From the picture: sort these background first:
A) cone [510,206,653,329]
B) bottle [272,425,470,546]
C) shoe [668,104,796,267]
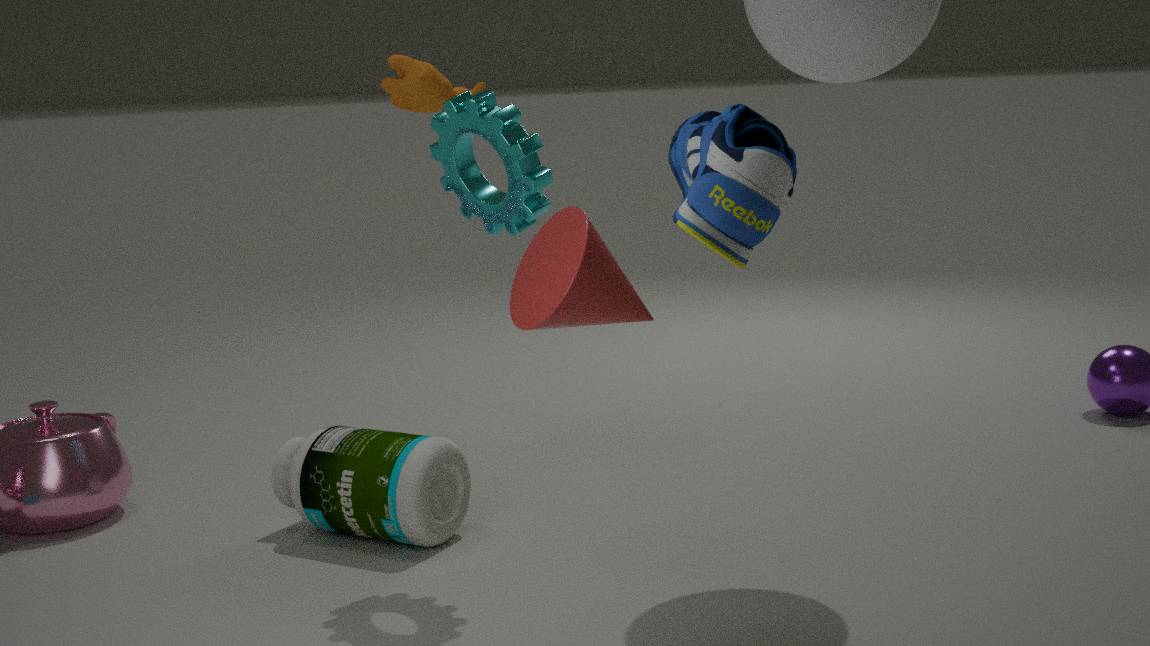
bottle [272,425,470,546] < cone [510,206,653,329] < shoe [668,104,796,267]
